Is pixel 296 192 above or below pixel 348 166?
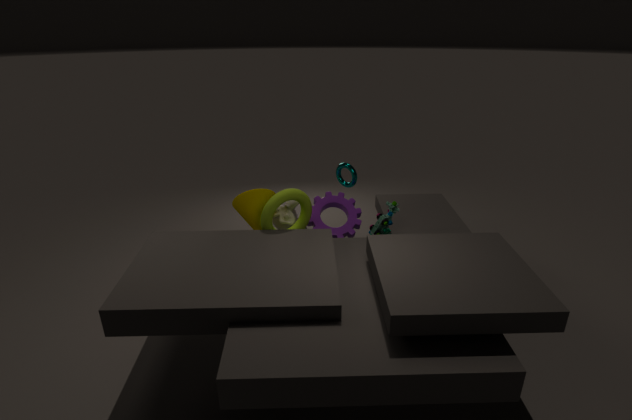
below
